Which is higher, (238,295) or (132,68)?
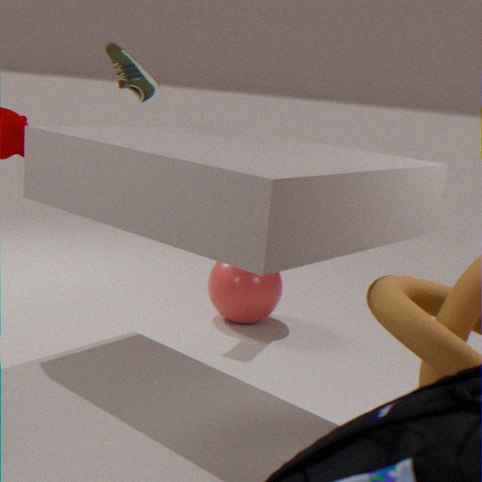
(132,68)
